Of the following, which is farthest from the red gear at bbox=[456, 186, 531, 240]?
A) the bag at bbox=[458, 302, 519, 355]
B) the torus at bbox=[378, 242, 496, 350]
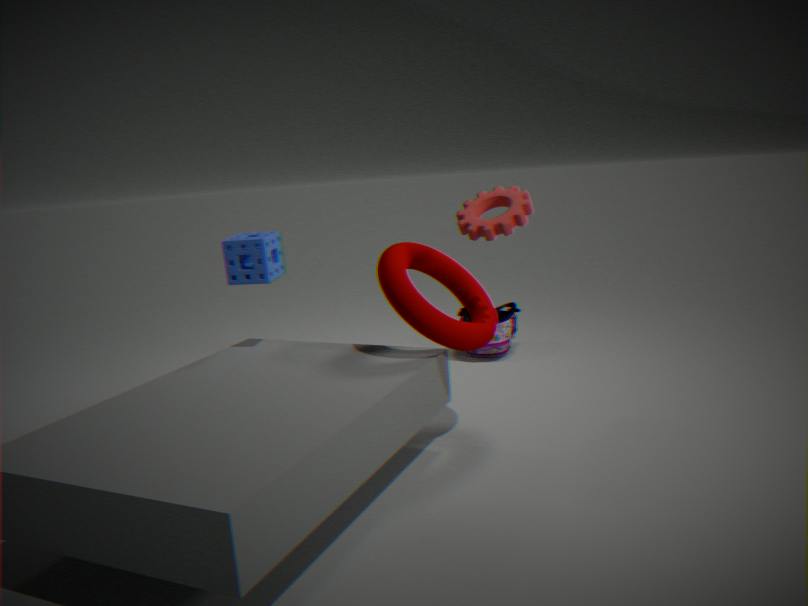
the bag at bbox=[458, 302, 519, 355]
